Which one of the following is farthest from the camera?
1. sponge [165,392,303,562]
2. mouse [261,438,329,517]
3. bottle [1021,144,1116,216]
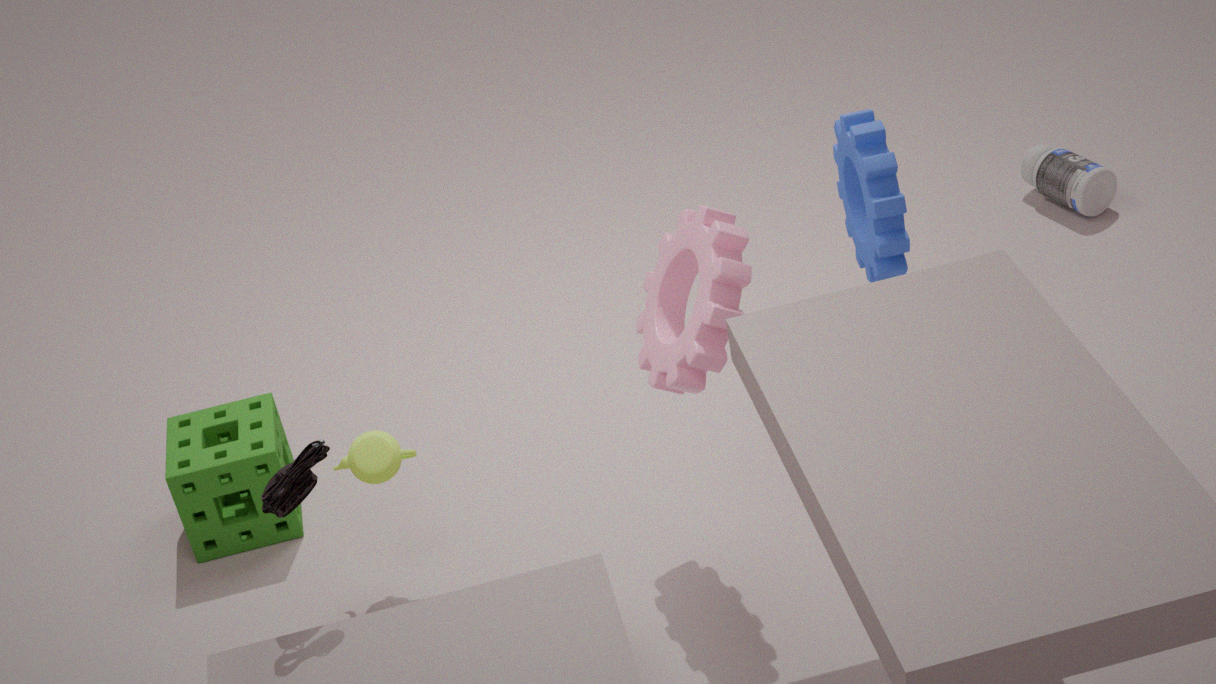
bottle [1021,144,1116,216]
